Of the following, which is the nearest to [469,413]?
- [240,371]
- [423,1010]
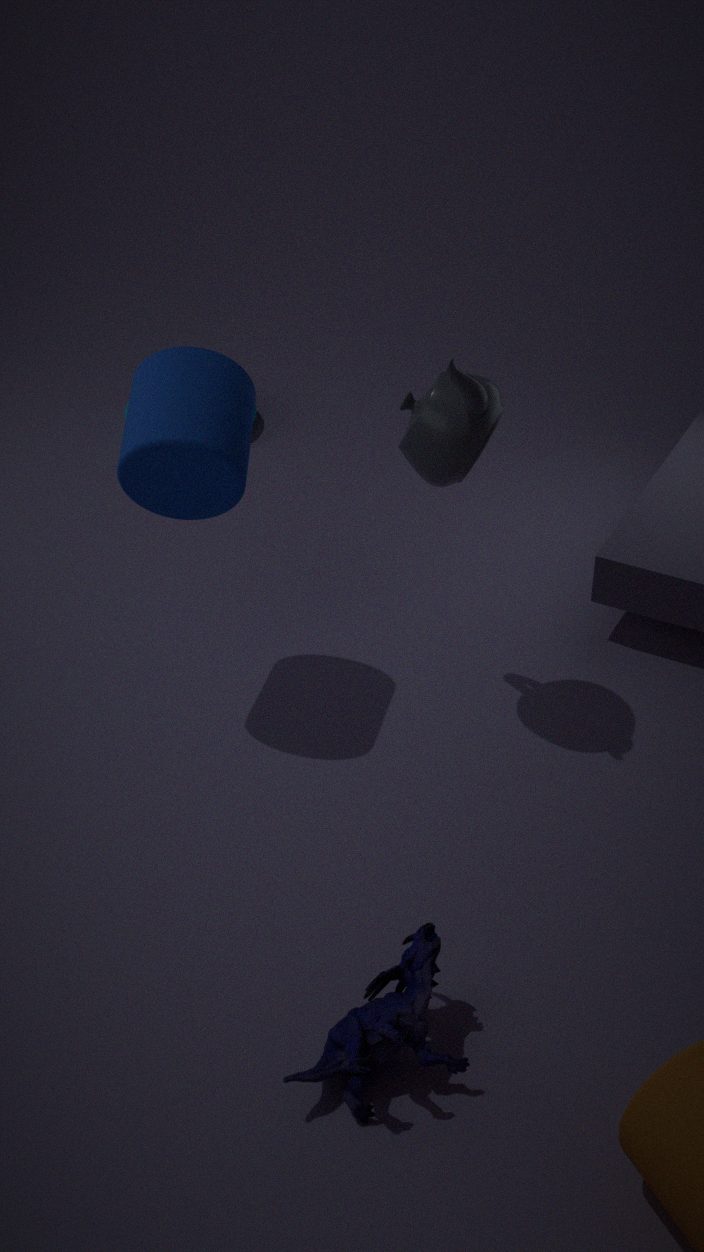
[240,371]
